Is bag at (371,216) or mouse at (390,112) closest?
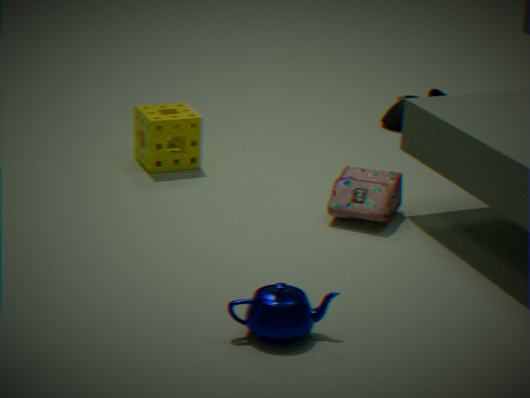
bag at (371,216)
